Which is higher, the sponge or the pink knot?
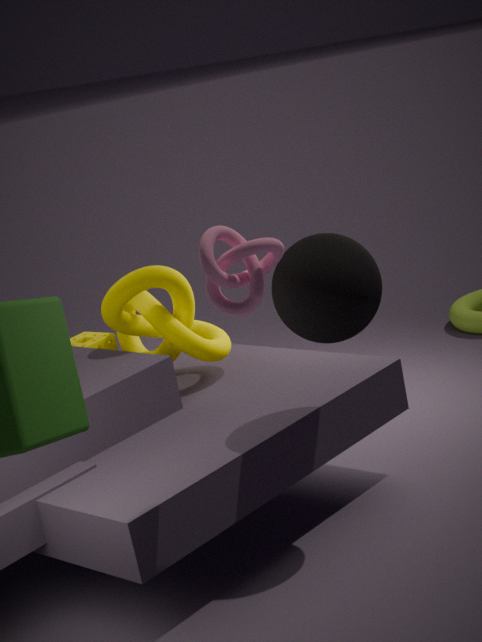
the pink knot
